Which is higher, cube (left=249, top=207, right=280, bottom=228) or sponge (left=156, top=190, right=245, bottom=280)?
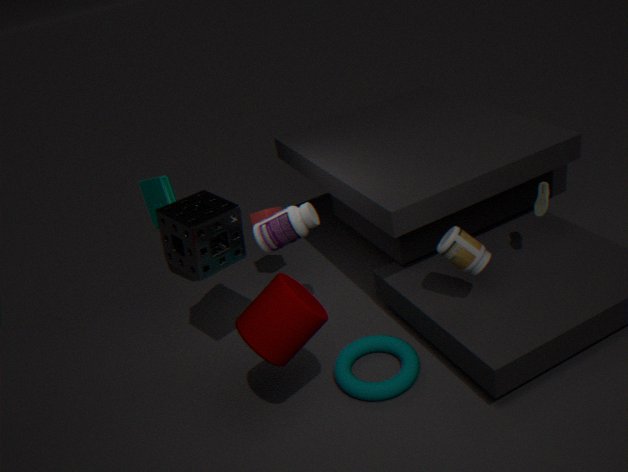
sponge (left=156, top=190, right=245, bottom=280)
